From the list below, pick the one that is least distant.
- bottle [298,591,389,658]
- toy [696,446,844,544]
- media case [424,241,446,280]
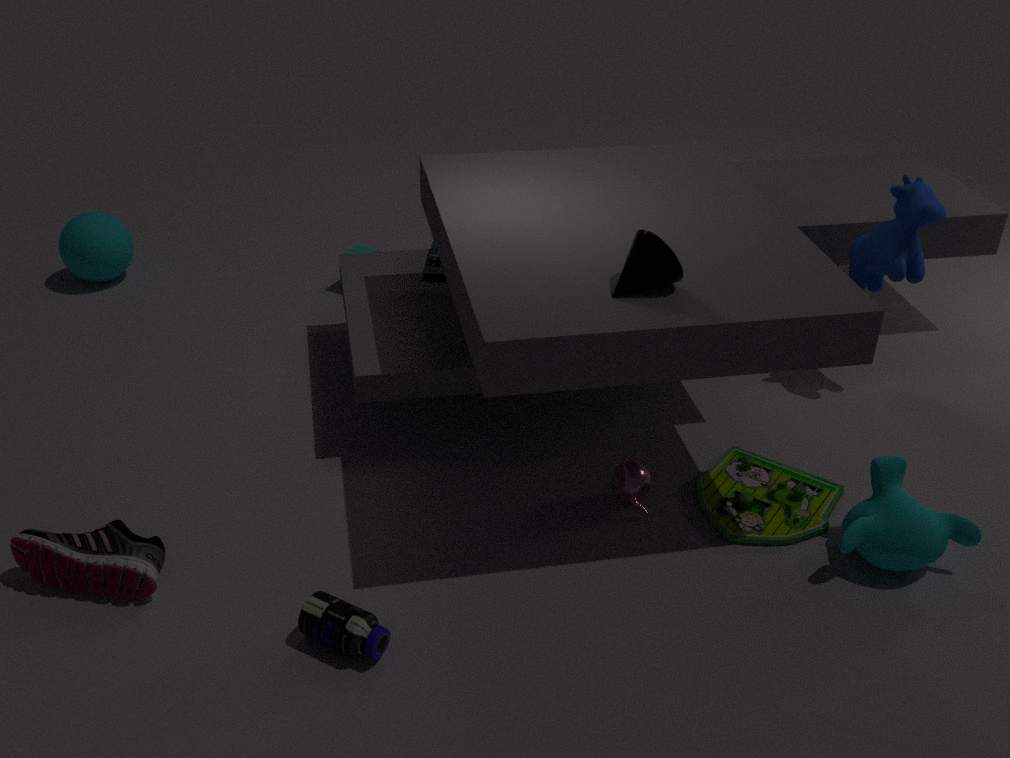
bottle [298,591,389,658]
